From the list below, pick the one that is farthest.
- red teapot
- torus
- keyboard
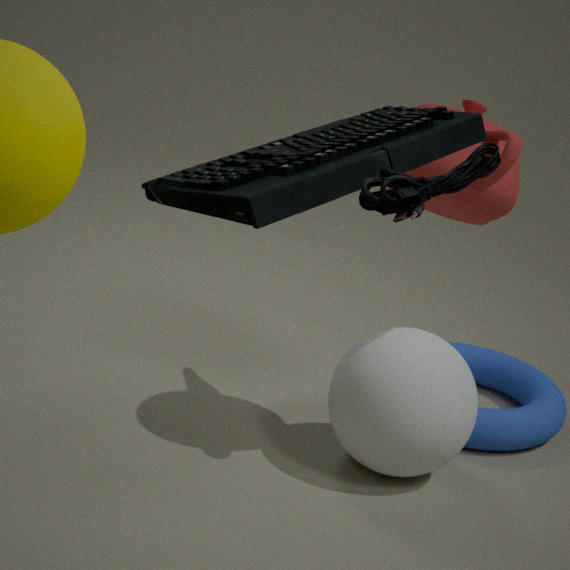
torus
